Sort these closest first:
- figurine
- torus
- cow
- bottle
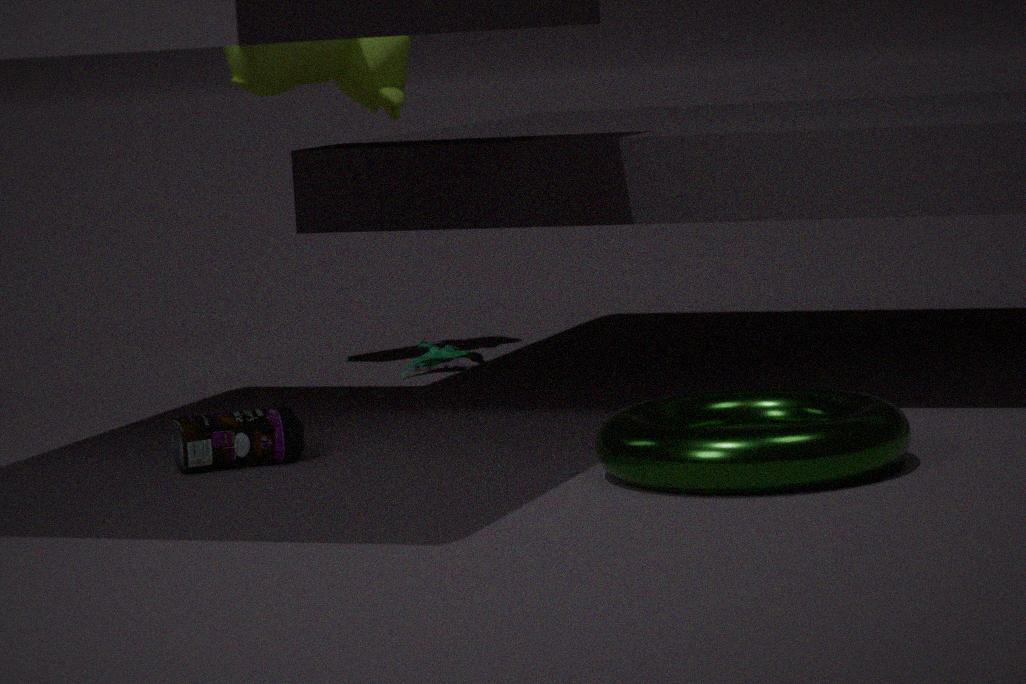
torus
bottle
cow
figurine
